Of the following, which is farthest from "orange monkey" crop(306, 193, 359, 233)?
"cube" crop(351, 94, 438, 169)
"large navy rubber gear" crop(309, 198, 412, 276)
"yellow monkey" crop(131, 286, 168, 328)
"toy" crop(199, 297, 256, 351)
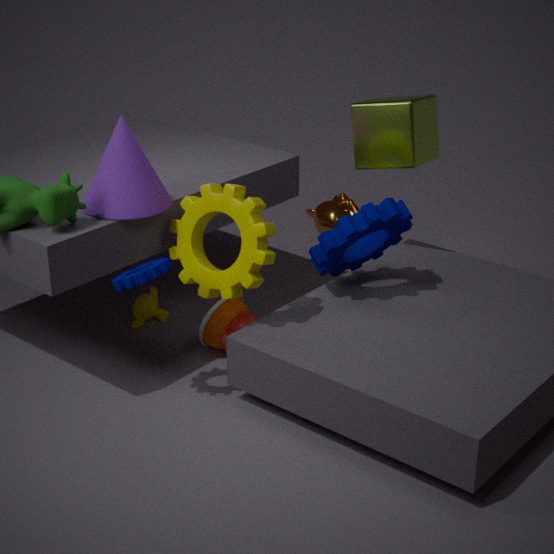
"yellow monkey" crop(131, 286, 168, 328)
